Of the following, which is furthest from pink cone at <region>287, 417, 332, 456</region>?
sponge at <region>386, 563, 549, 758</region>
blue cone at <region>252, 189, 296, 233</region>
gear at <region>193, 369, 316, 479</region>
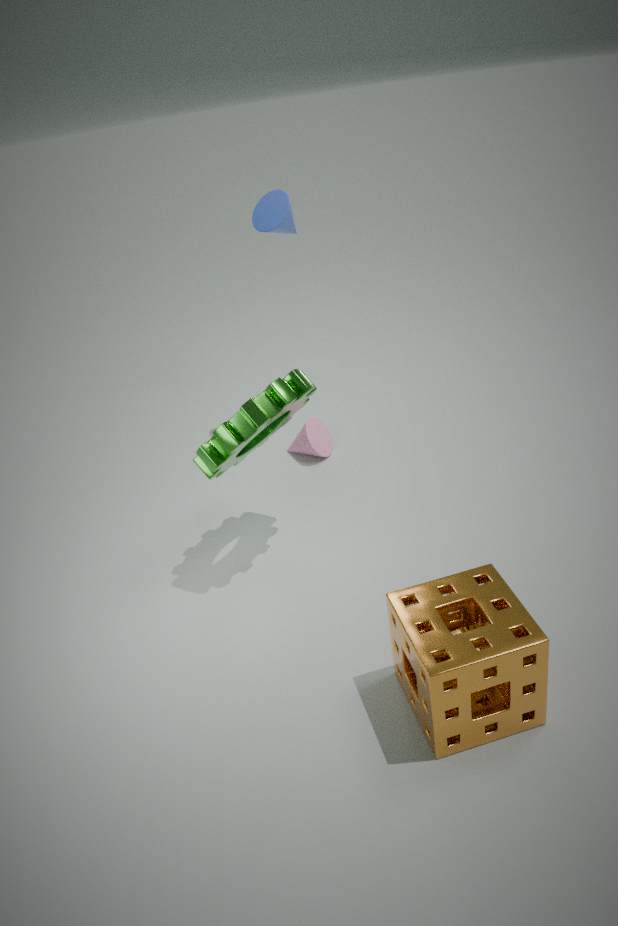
sponge at <region>386, 563, 549, 758</region>
